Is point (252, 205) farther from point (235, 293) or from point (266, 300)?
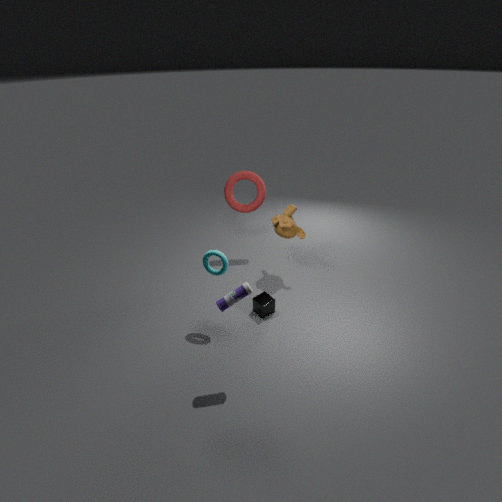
point (235, 293)
